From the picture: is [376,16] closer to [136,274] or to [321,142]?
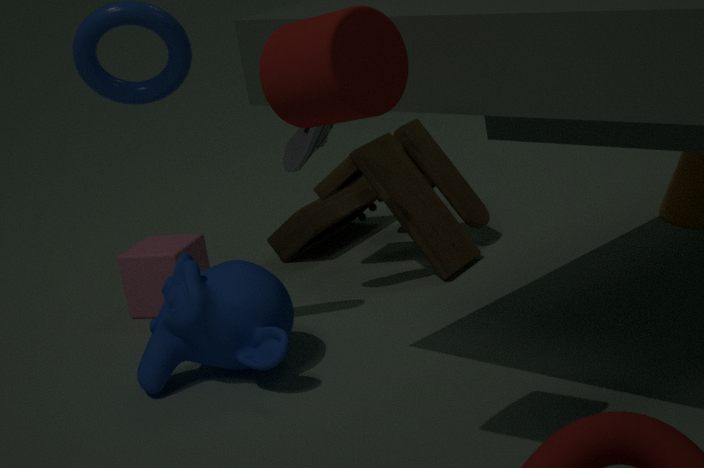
[321,142]
